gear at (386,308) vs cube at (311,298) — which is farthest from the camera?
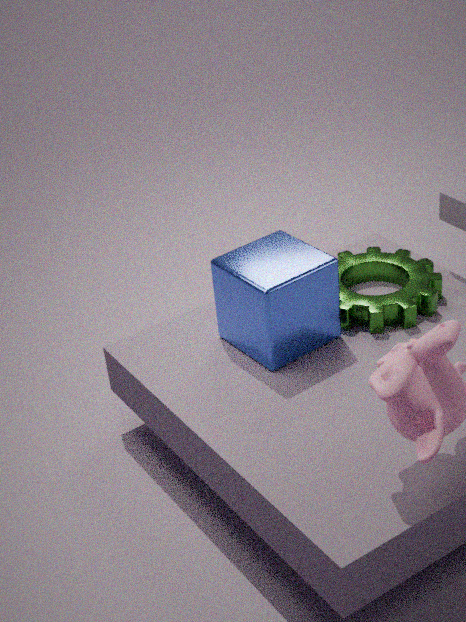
gear at (386,308)
